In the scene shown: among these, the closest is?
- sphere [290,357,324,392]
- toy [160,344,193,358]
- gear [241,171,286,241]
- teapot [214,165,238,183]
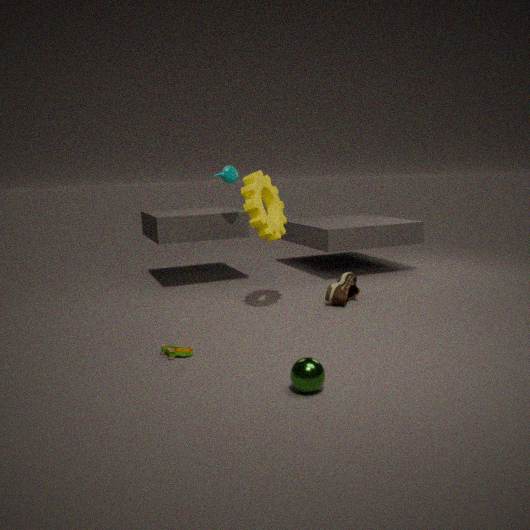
sphere [290,357,324,392]
